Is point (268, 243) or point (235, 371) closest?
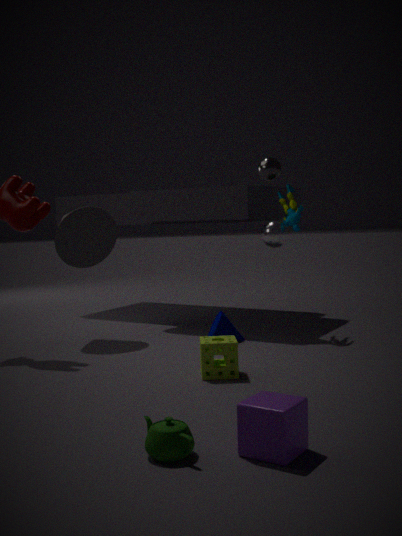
point (235, 371)
